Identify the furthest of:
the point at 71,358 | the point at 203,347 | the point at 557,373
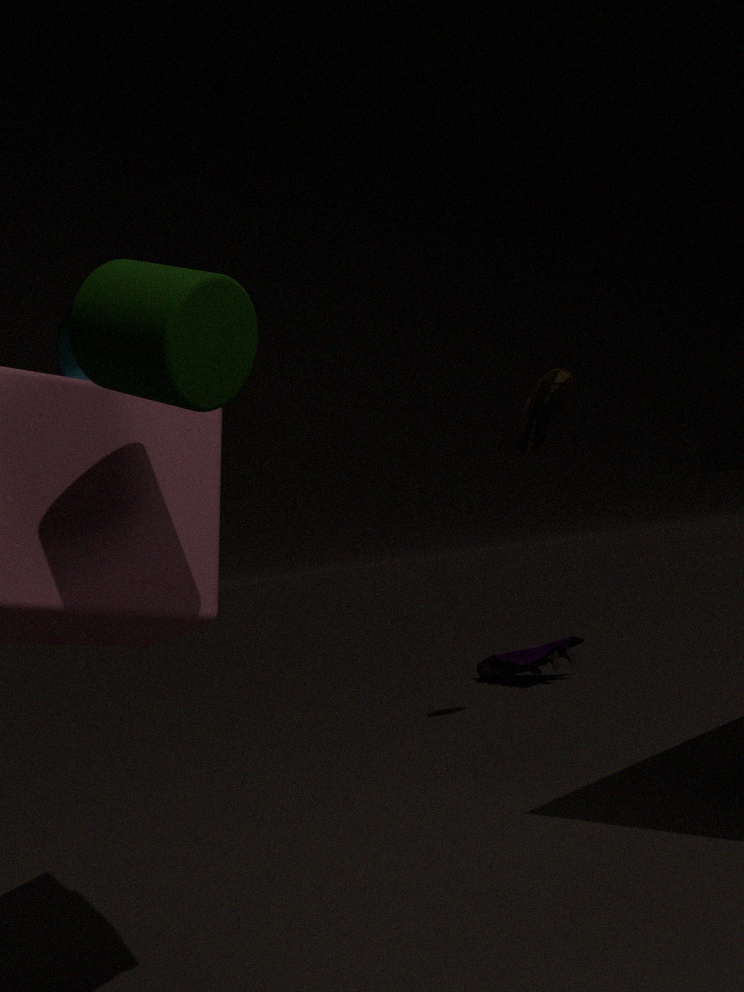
the point at 557,373
